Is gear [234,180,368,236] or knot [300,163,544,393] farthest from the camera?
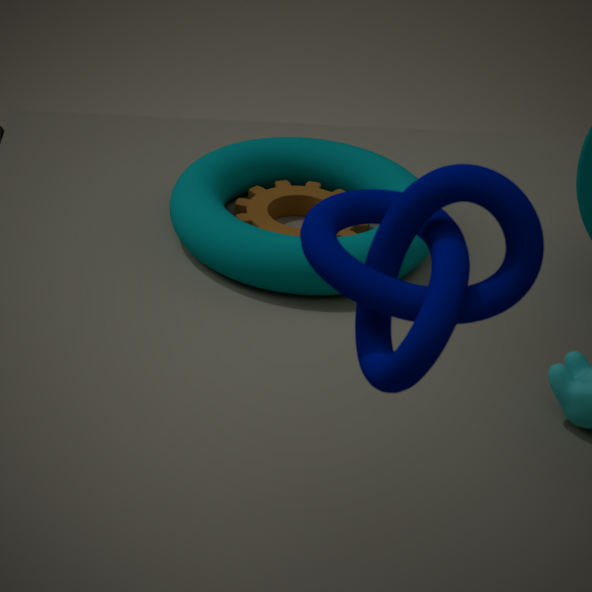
gear [234,180,368,236]
